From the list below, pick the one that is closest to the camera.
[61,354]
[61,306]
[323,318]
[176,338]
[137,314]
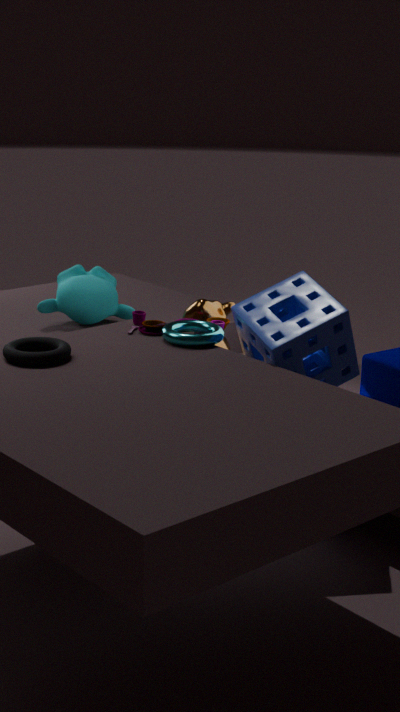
[61,354]
